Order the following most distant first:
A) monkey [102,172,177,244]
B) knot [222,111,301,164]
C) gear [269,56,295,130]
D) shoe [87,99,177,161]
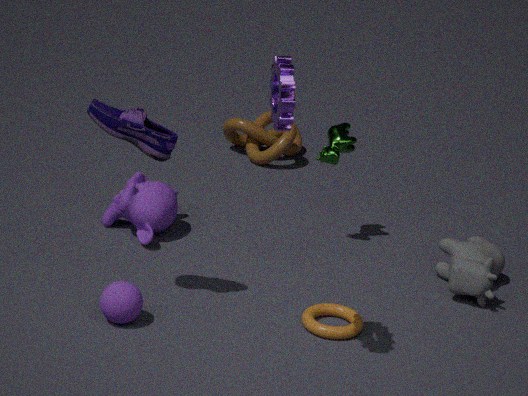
knot [222,111,301,164]
monkey [102,172,177,244]
shoe [87,99,177,161]
gear [269,56,295,130]
